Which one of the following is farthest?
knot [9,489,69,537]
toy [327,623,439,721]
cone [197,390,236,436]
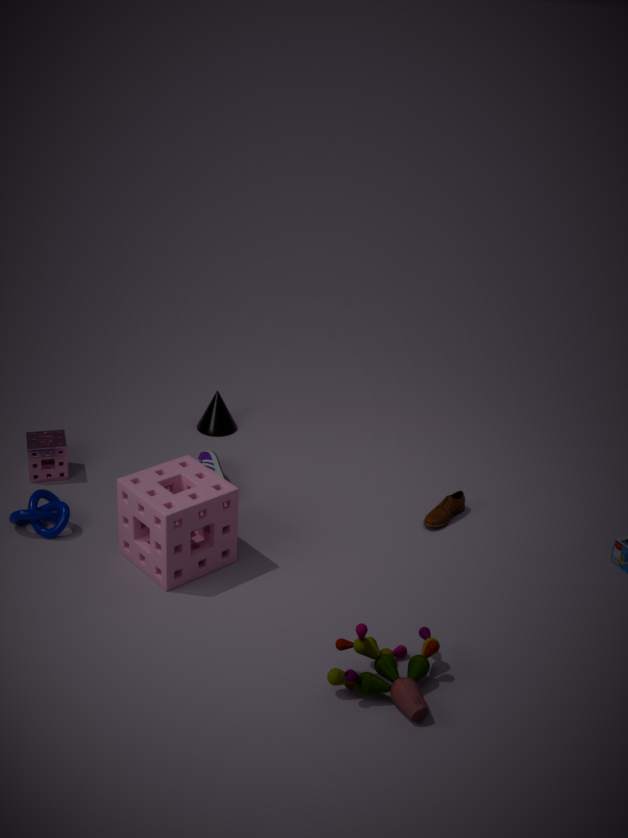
cone [197,390,236,436]
